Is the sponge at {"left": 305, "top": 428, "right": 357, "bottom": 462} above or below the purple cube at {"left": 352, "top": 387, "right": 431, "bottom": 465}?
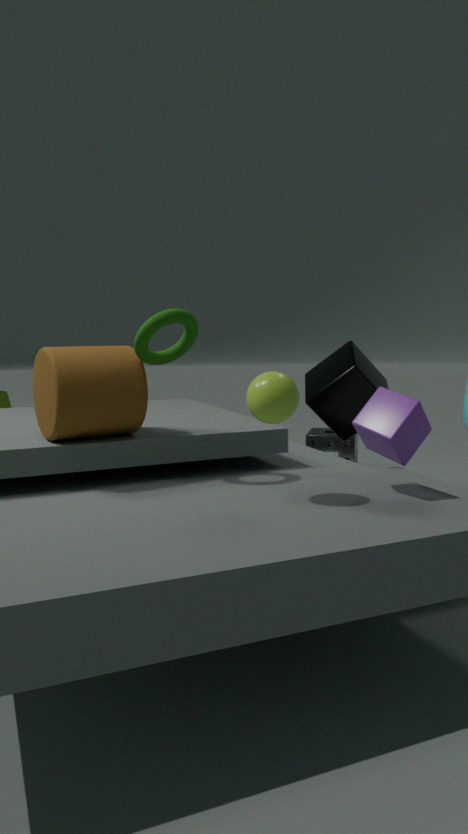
below
